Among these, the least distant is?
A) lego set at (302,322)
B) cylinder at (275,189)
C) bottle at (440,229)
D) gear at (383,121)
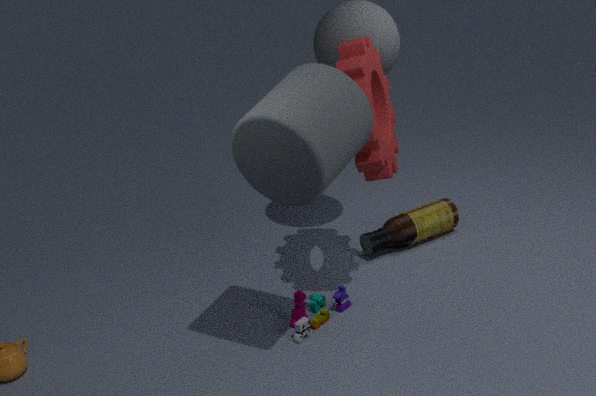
cylinder at (275,189)
